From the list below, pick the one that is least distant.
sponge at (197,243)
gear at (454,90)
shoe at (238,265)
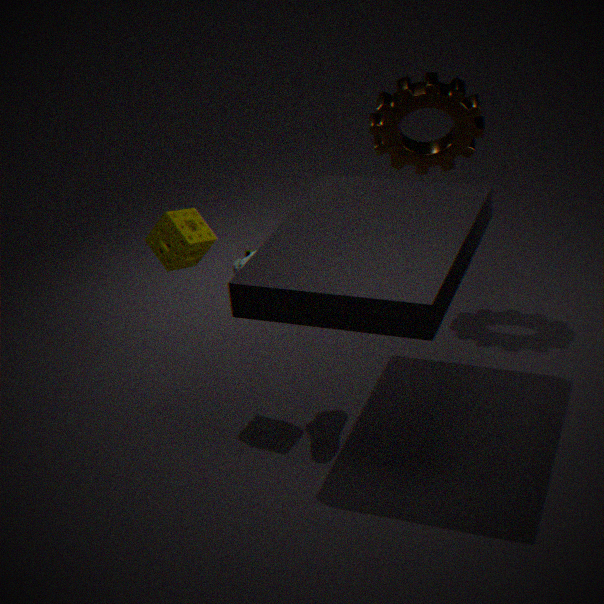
sponge at (197,243)
